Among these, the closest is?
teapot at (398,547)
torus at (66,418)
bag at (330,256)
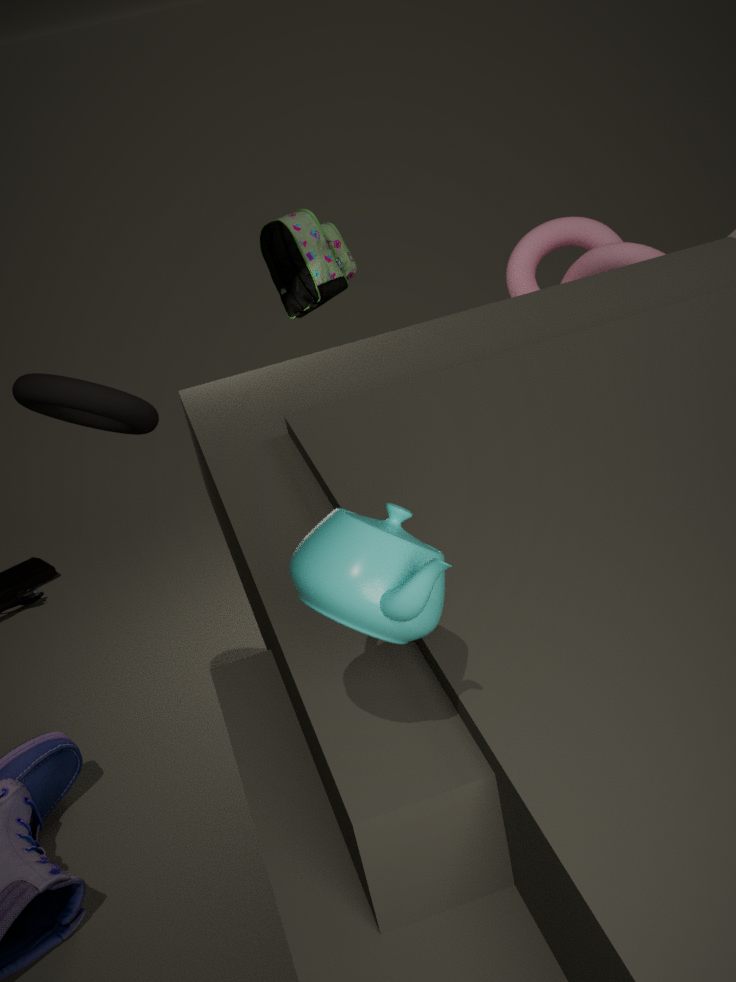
teapot at (398,547)
